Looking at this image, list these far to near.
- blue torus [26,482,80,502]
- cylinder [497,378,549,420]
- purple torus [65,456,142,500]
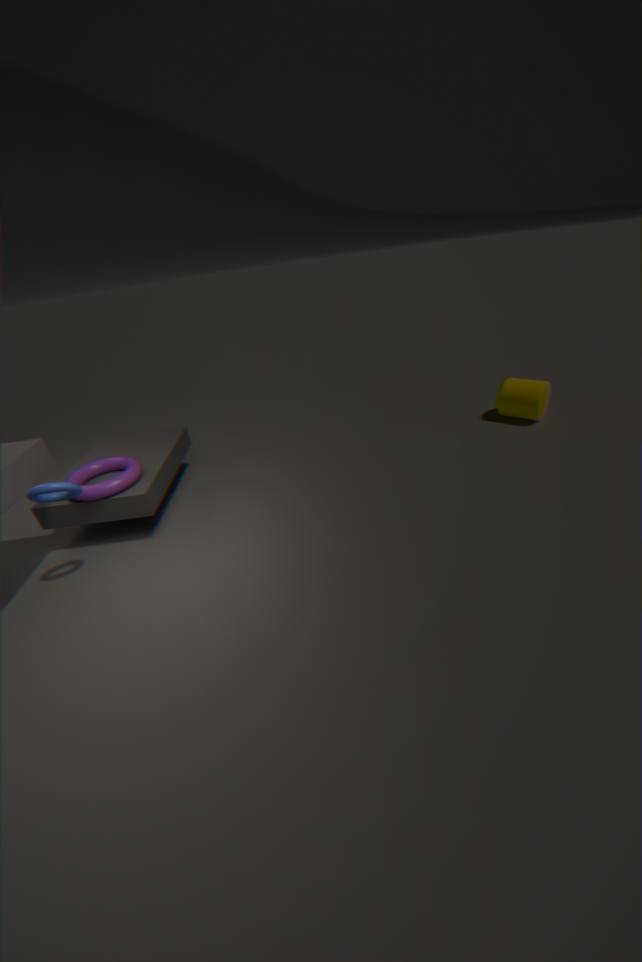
cylinder [497,378,549,420]
purple torus [65,456,142,500]
blue torus [26,482,80,502]
